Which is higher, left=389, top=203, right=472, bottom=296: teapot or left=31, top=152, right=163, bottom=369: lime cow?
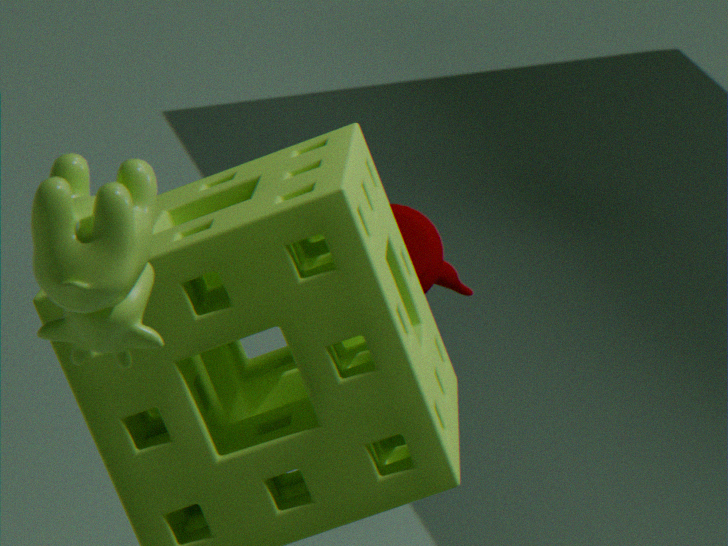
left=31, top=152, right=163, bottom=369: lime cow
